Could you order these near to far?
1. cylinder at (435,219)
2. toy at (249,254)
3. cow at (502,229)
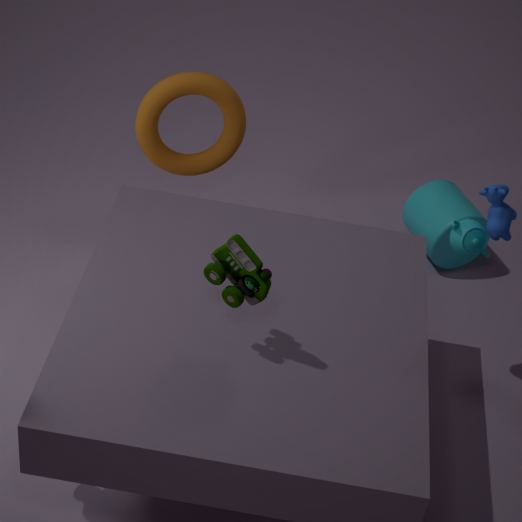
toy at (249,254), cow at (502,229), cylinder at (435,219)
